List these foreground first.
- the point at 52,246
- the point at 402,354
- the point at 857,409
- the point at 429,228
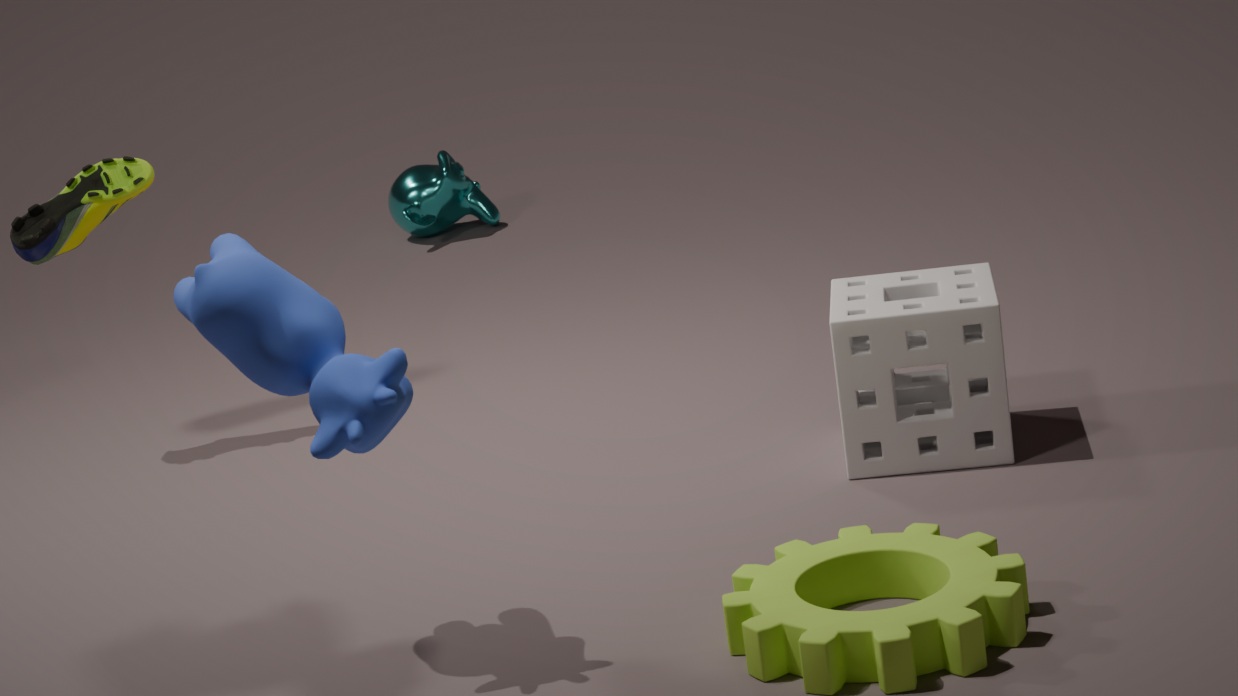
the point at 402,354 → the point at 857,409 → the point at 52,246 → the point at 429,228
